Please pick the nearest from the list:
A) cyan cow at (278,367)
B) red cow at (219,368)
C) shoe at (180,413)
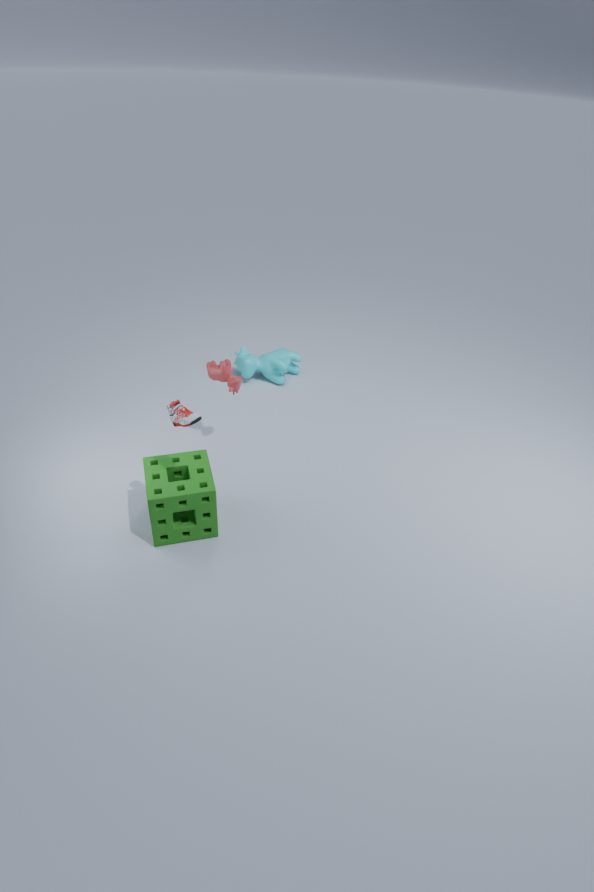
shoe at (180,413)
